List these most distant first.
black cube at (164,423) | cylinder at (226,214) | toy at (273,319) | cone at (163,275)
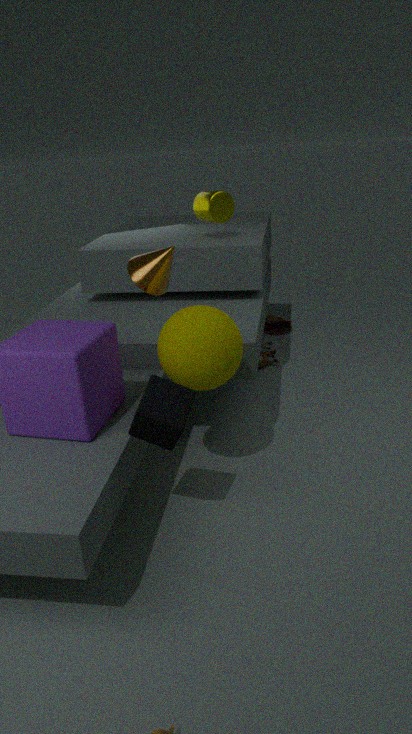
toy at (273,319), cylinder at (226,214), cone at (163,275), black cube at (164,423)
